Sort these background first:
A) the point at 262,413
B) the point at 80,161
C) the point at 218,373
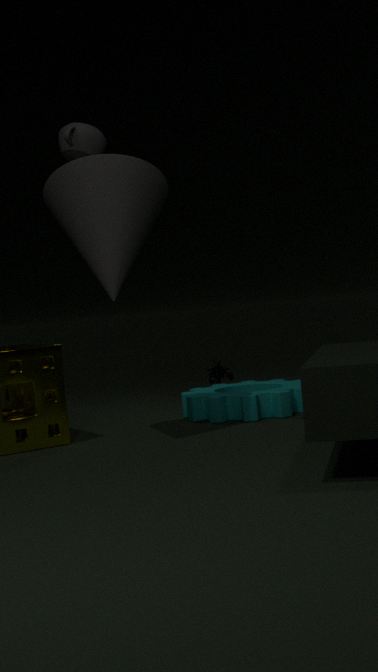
the point at 218,373
the point at 262,413
the point at 80,161
